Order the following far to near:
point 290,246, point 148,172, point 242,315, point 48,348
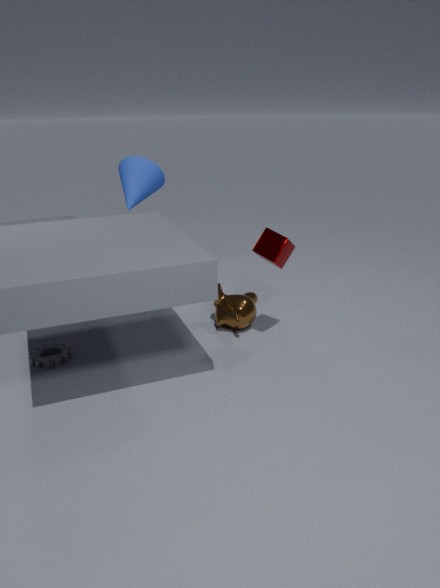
point 148,172
point 242,315
point 48,348
point 290,246
